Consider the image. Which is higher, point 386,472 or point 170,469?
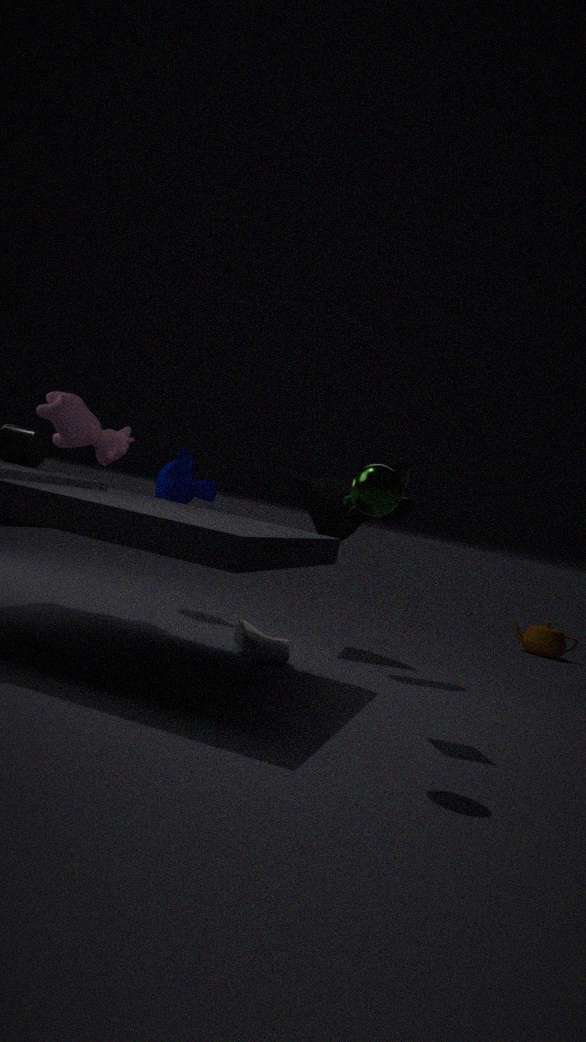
point 386,472
